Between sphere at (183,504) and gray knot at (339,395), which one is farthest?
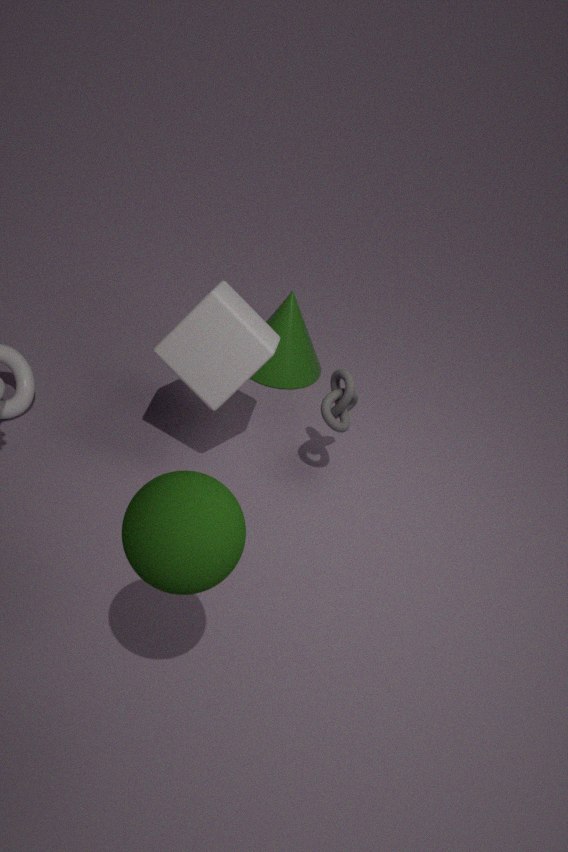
gray knot at (339,395)
